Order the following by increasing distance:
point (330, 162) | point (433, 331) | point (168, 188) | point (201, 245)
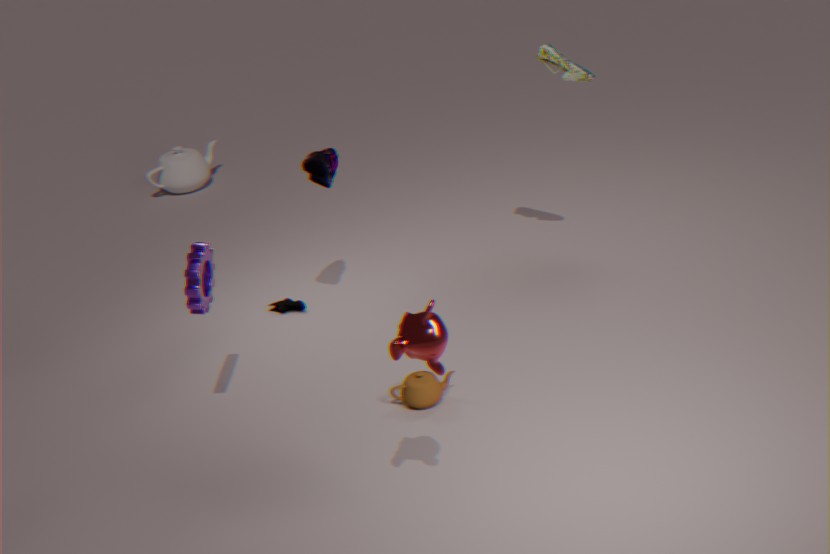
point (433, 331), point (201, 245), point (330, 162), point (168, 188)
